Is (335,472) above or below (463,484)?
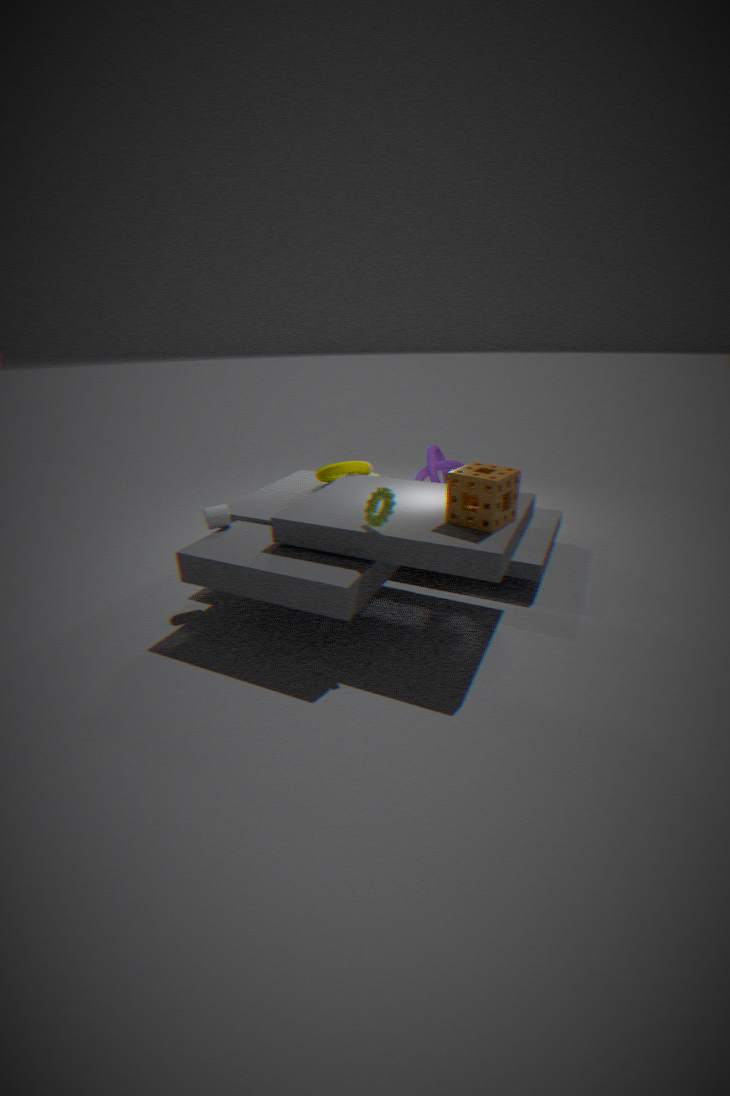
below
